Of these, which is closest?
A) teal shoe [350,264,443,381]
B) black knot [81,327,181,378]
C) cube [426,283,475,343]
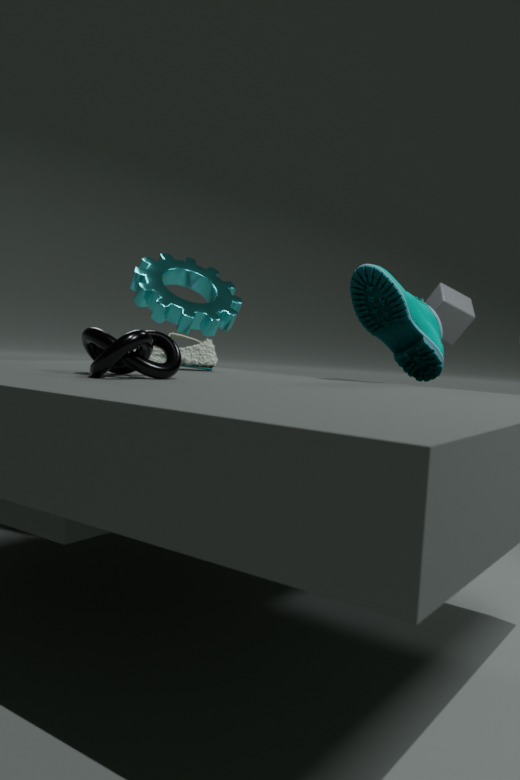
black knot [81,327,181,378]
